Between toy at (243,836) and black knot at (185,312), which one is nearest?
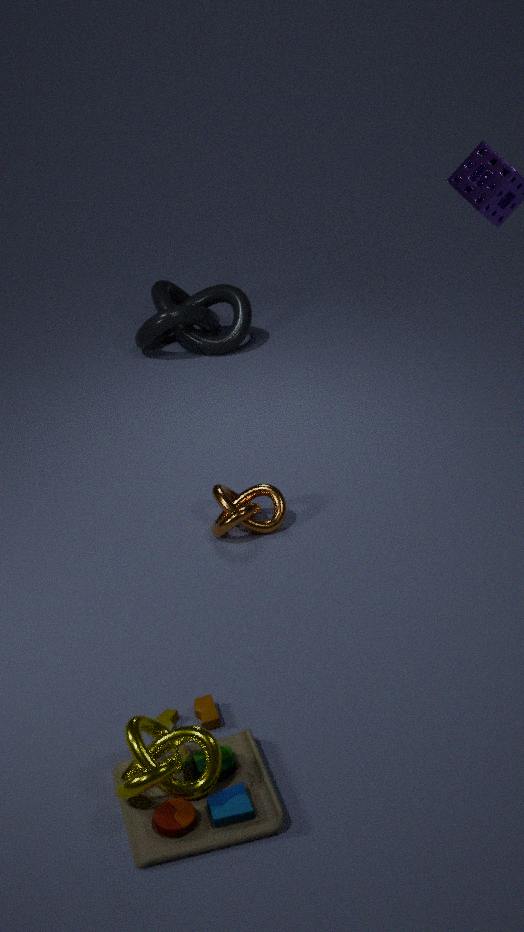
toy at (243,836)
